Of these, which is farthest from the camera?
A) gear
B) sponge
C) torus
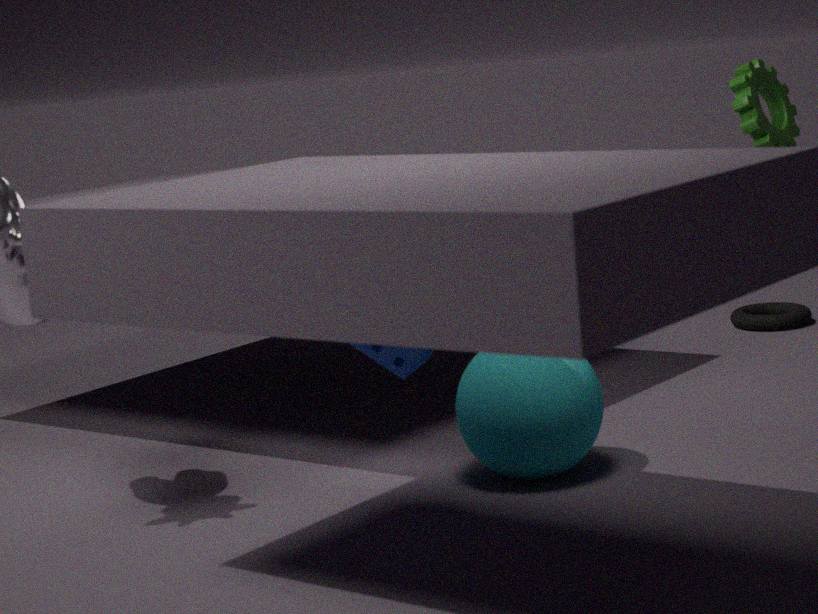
torus
